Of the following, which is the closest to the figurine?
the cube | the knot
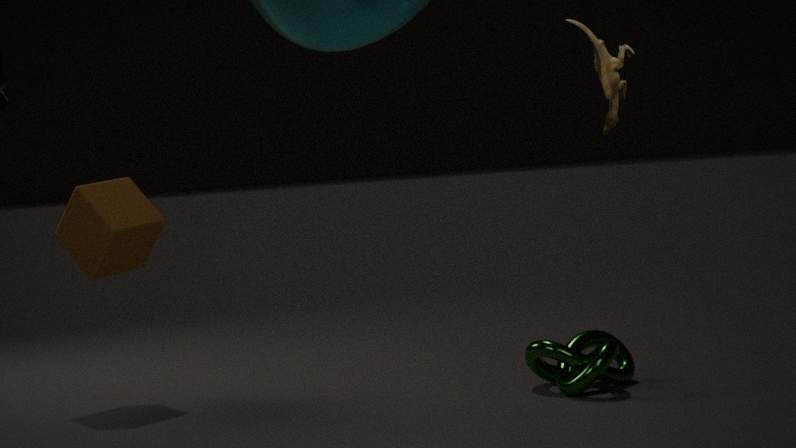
the knot
